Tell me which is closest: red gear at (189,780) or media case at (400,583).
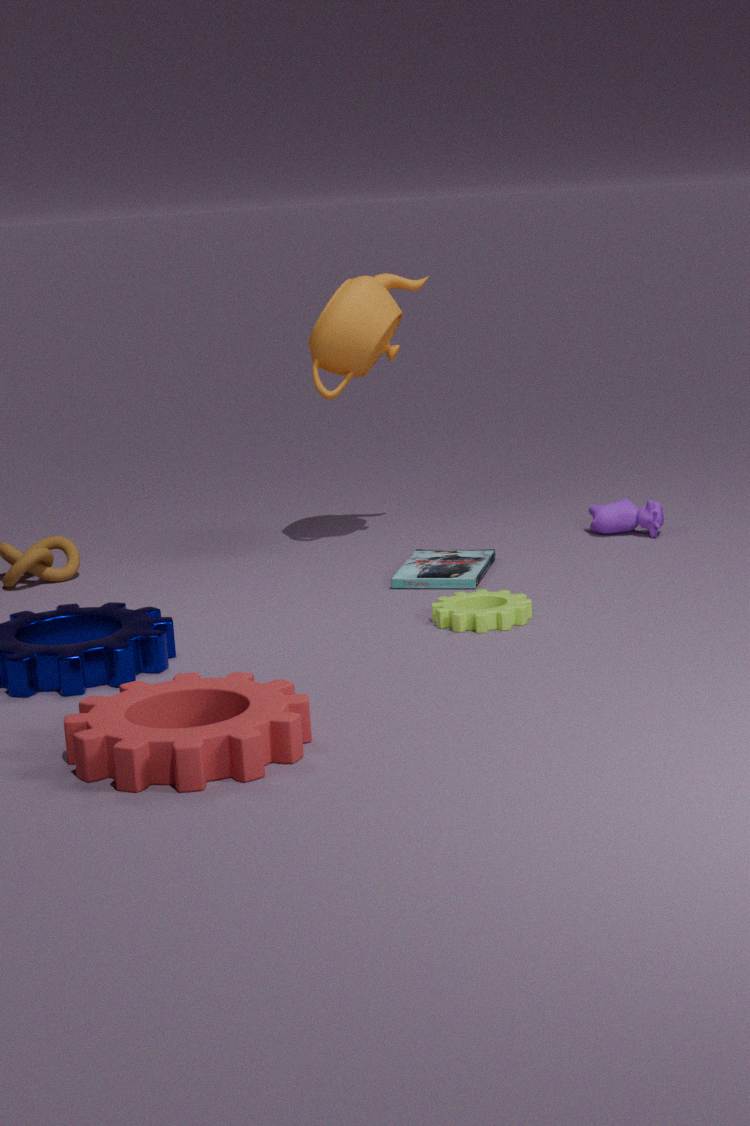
red gear at (189,780)
